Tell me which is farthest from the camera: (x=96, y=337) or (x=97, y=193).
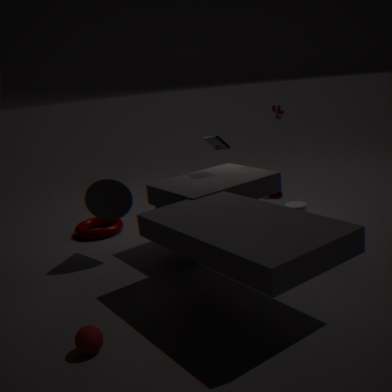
(x=97, y=193)
